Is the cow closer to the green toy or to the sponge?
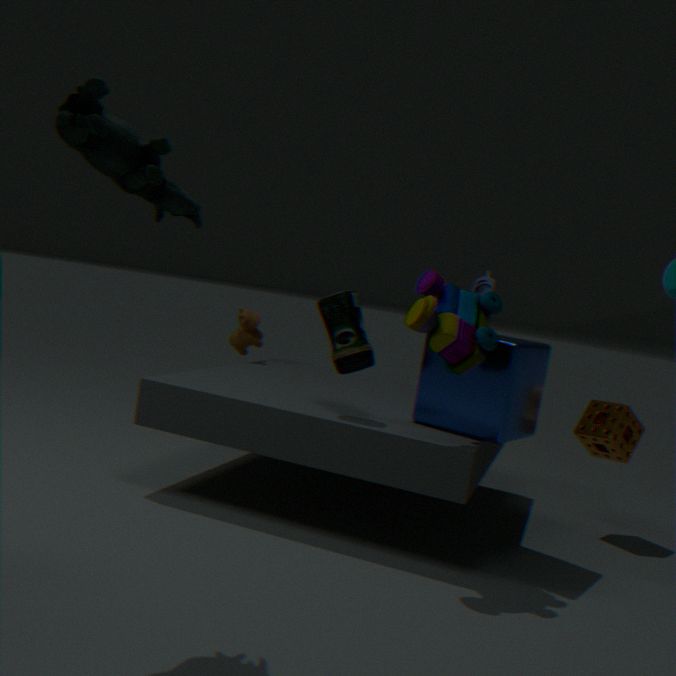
the sponge
